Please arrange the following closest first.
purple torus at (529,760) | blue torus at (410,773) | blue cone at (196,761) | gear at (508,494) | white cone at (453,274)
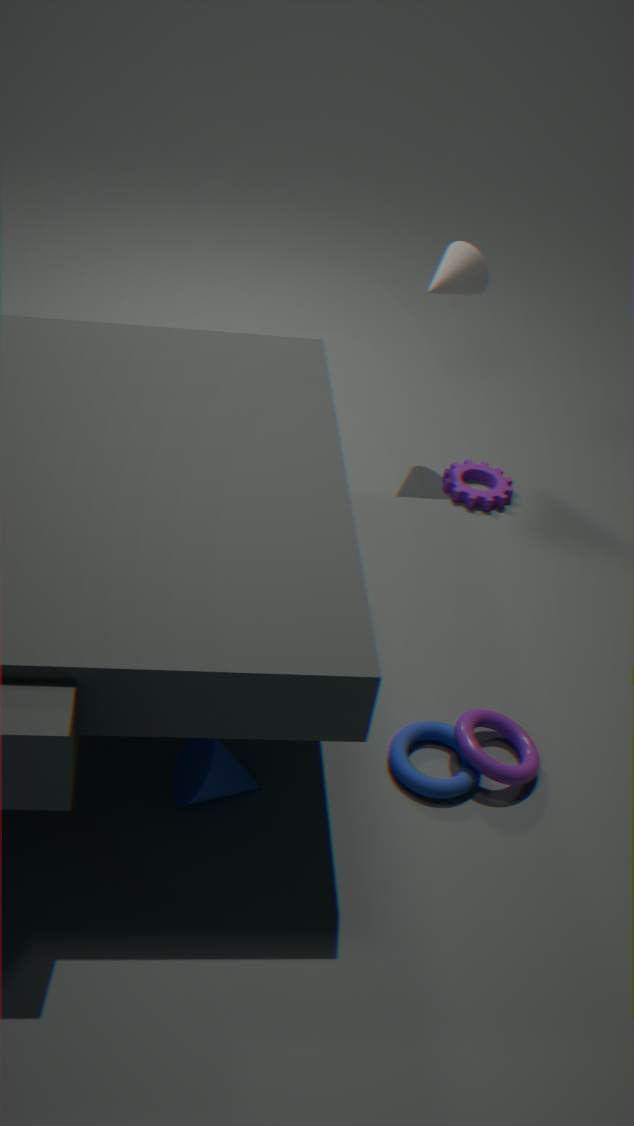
blue cone at (196,761) < blue torus at (410,773) < purple torus at (529,760) < white cone at (453,274) < gear at (508,494)
